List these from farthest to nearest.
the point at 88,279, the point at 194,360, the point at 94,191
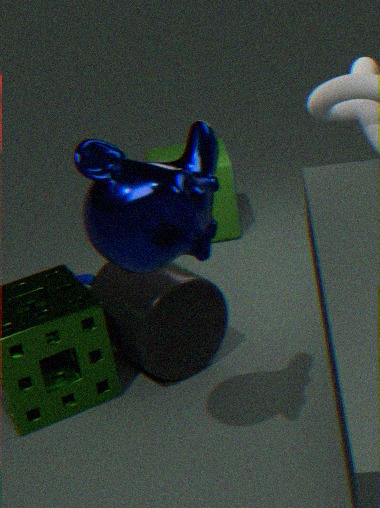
the point at 88,279, the point at 194,360, the point at 94,191
